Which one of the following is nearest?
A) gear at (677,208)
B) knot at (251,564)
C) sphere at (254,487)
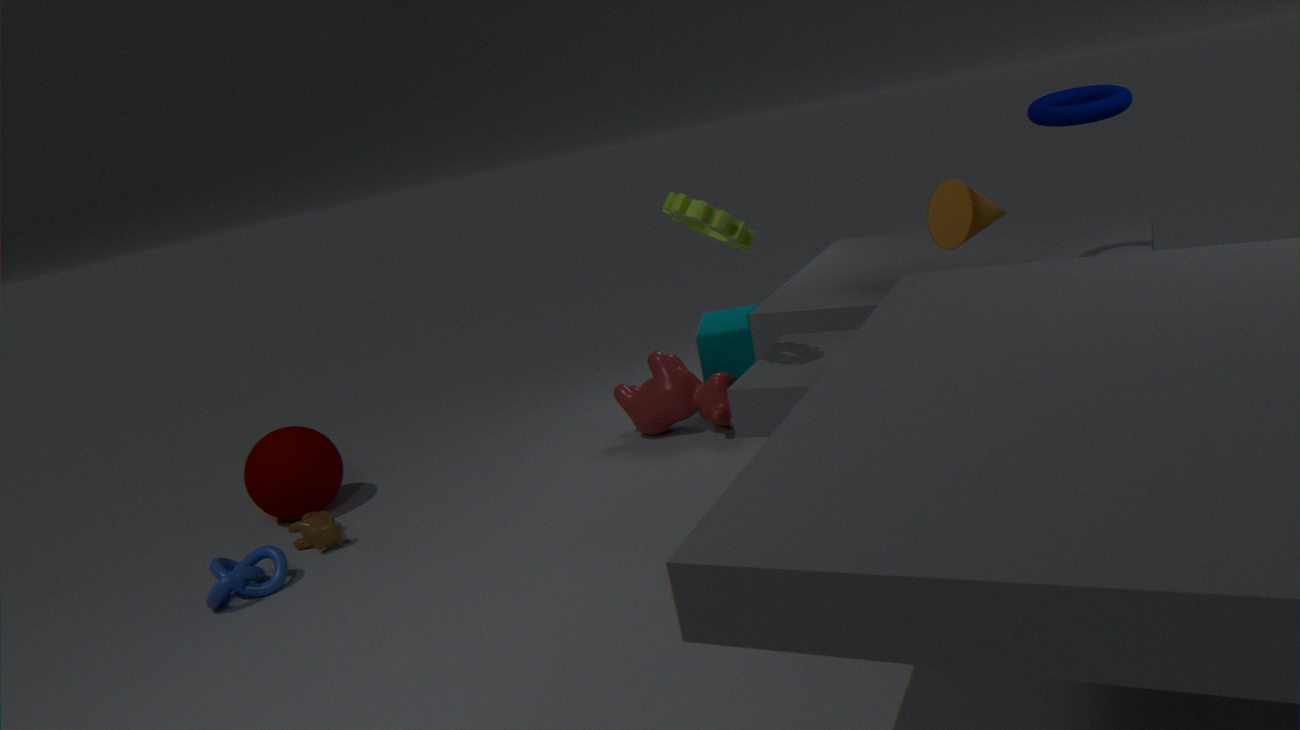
gear at (677,208)
